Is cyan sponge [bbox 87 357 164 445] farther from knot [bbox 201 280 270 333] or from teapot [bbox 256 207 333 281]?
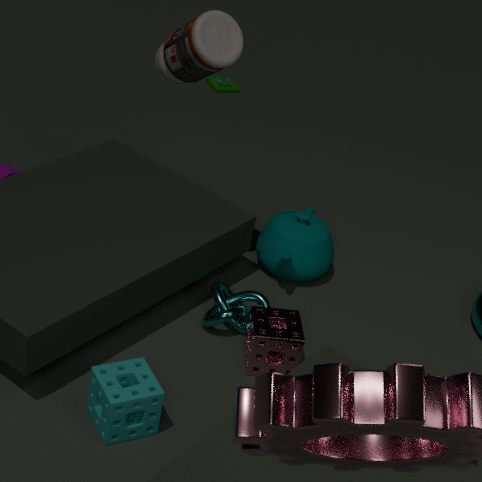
teapot [bbox 256 207 333 281]
